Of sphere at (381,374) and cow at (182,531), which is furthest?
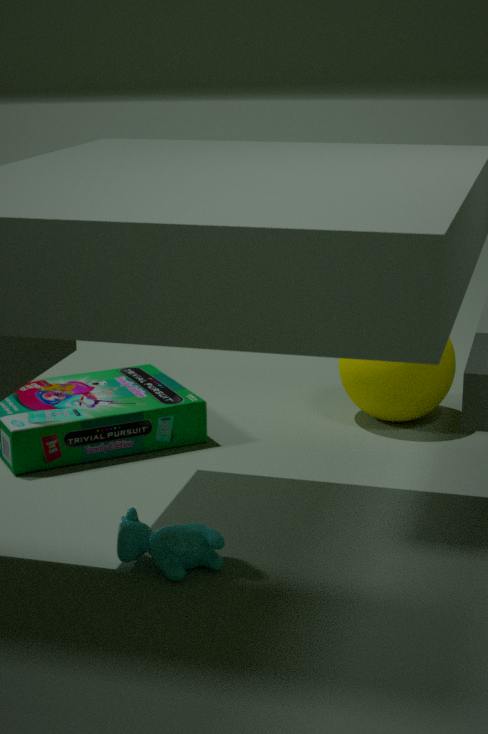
sphere at (381,374)
